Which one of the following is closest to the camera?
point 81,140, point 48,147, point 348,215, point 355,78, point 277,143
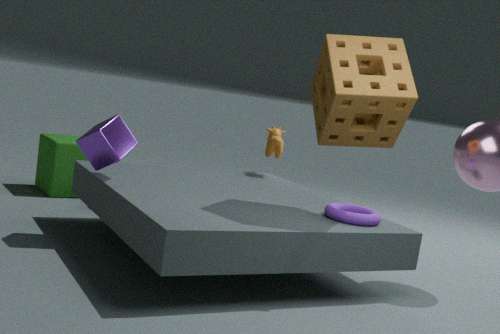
point 355,78
